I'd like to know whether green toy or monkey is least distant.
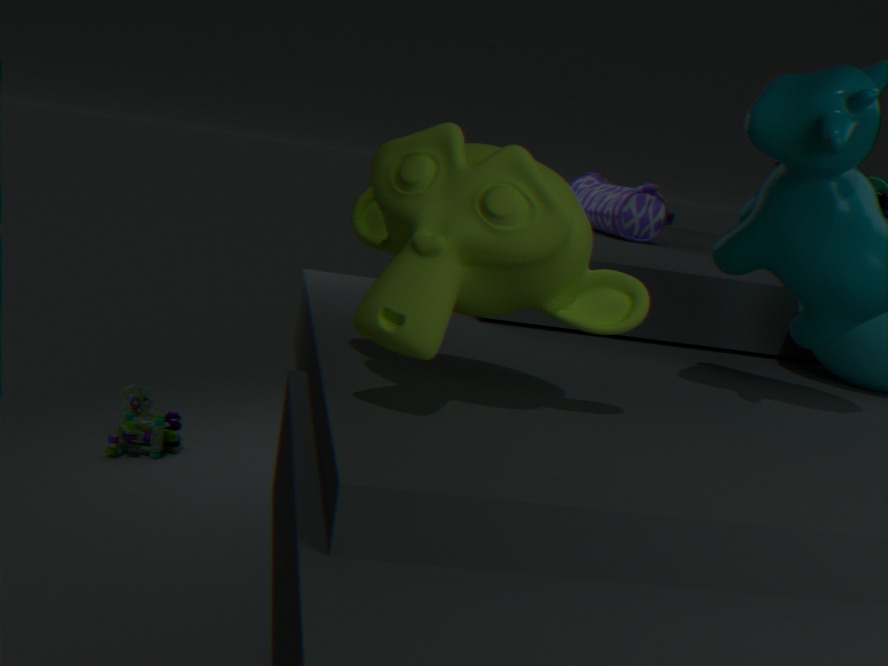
monkey
